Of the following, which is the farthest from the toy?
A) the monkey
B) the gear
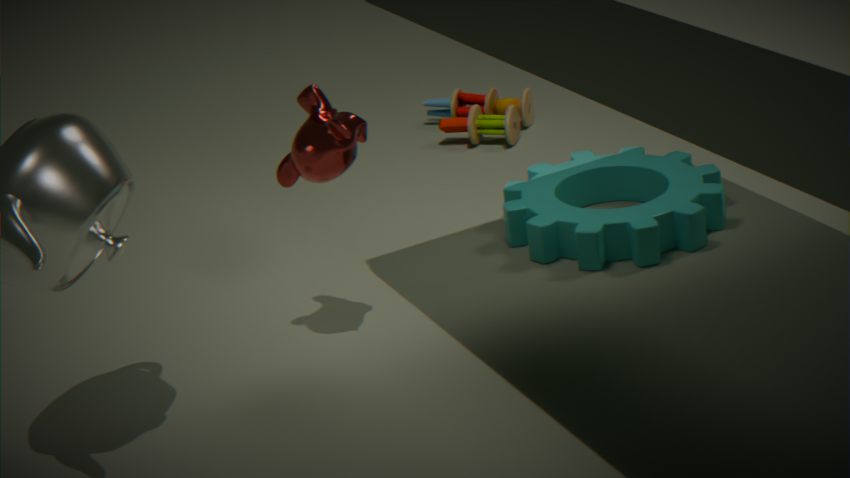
the monkey
